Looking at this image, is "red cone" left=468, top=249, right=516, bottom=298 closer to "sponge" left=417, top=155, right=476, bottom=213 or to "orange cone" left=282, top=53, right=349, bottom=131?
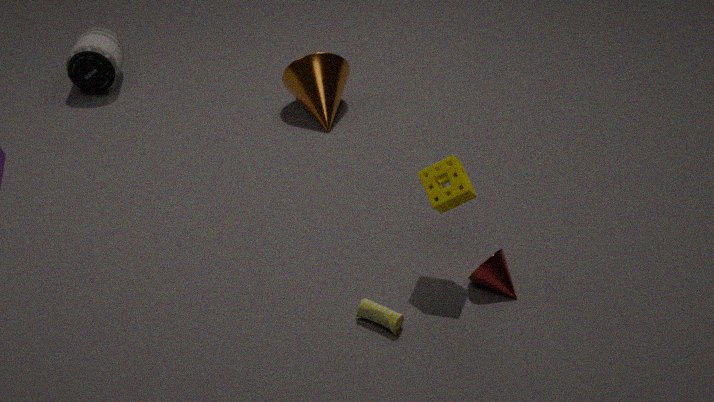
"sponge" left=417, top=155, right=476, bottom=213
